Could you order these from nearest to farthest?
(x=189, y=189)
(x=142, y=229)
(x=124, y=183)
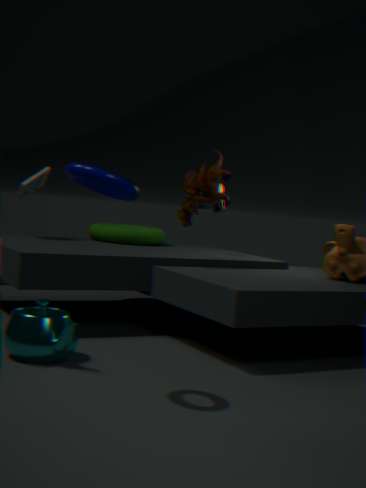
(x=124, y=183) < (x=189, y=189) < (x=142, y=229)
